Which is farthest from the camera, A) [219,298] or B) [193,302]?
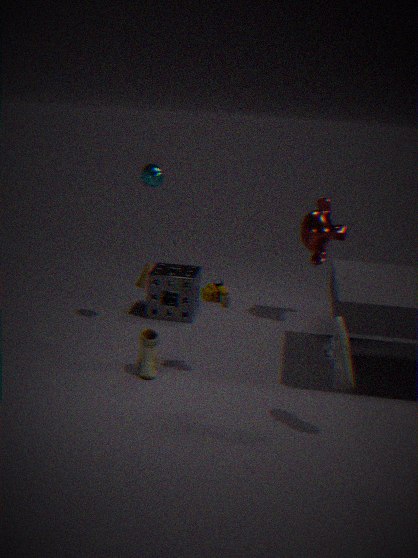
B. [193,302]
